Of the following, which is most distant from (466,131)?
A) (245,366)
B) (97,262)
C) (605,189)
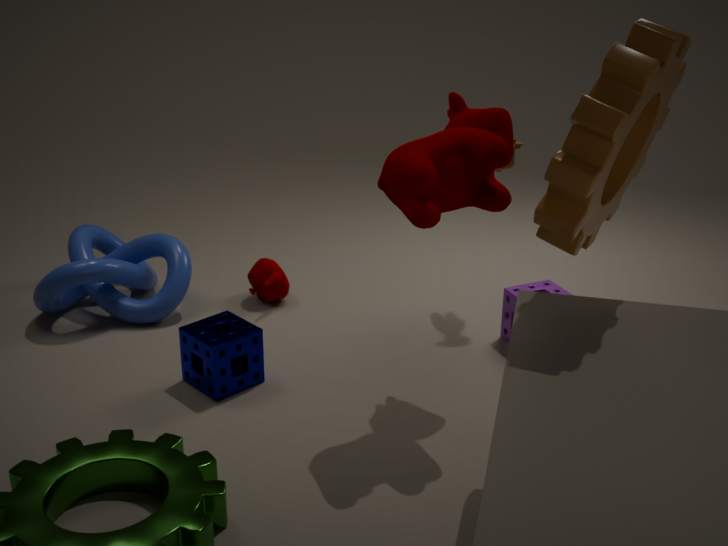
(97,262)
